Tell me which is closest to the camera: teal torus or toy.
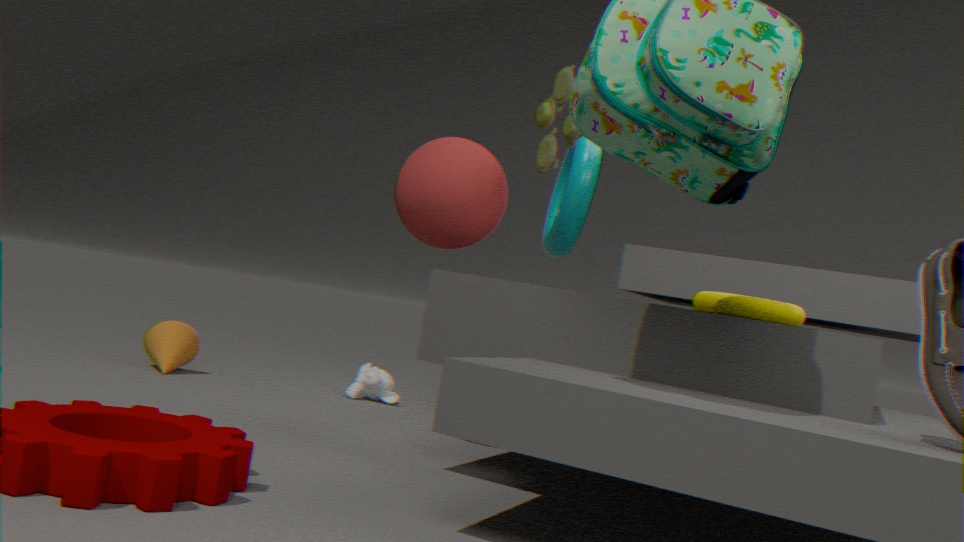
toy
